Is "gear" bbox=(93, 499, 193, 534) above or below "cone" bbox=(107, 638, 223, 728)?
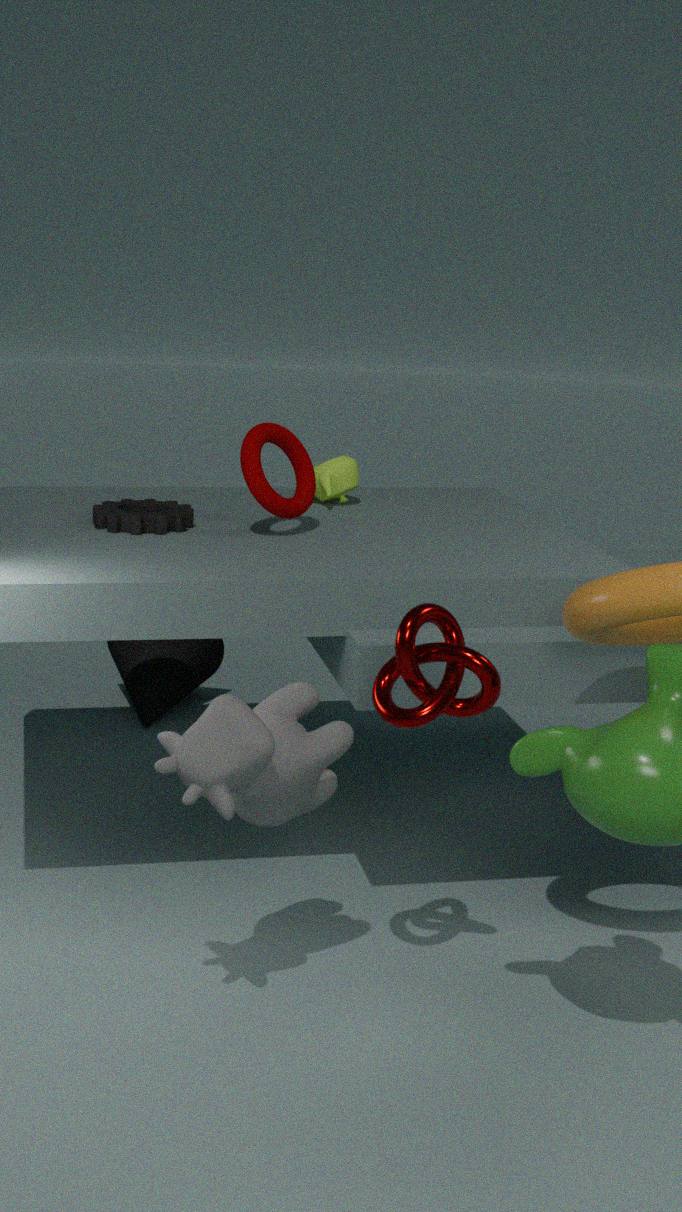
above
